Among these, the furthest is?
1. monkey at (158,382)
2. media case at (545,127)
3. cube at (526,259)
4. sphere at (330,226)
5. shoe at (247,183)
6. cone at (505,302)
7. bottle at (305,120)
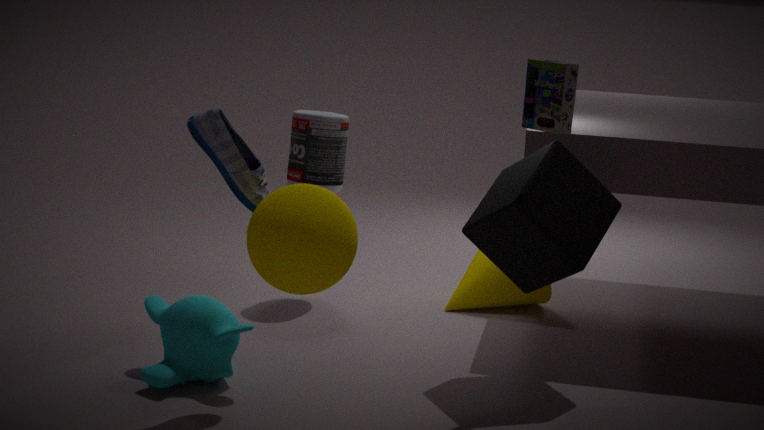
cone at (505,302)
